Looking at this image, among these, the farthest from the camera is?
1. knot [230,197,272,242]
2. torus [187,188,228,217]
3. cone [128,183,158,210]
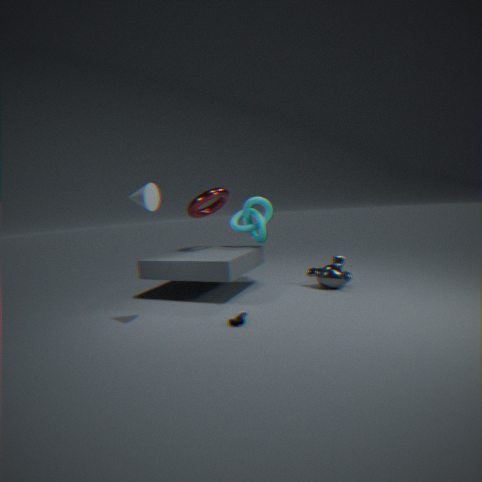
knot [230,197,272,242]
